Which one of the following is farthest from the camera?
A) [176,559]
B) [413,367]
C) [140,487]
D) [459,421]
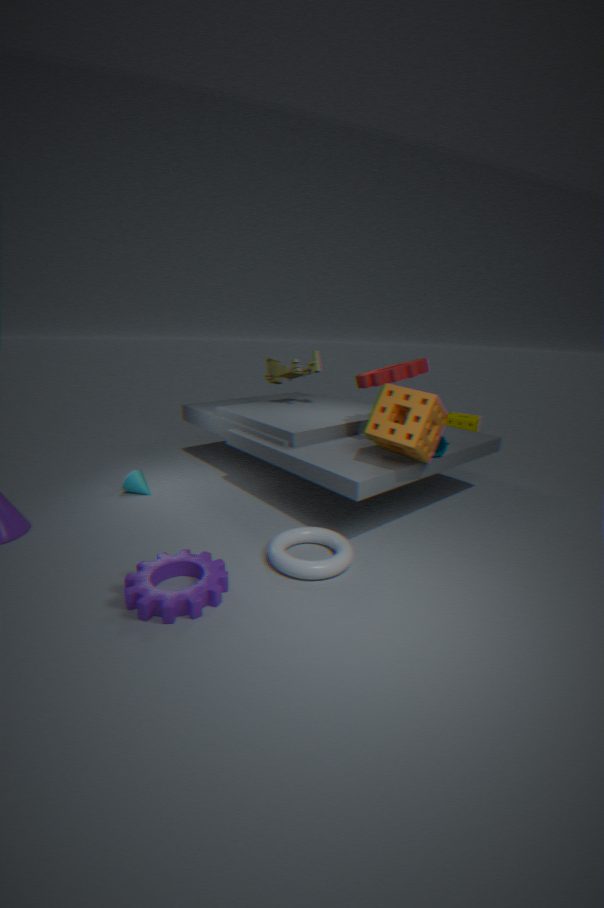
[459,421]
